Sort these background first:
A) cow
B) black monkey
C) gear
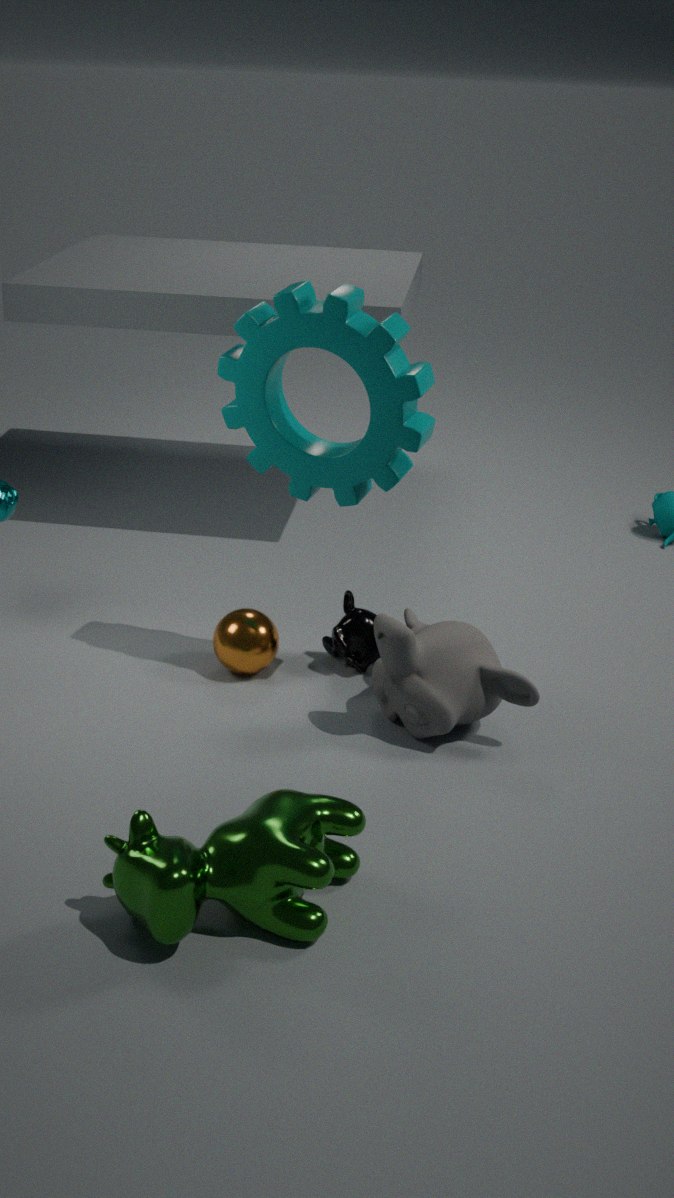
black monkey < gear < cow
